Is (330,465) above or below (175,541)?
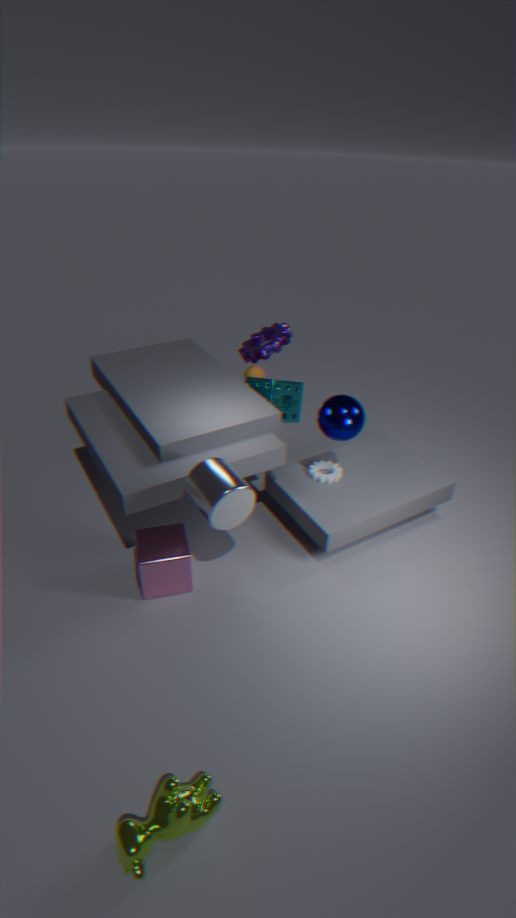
above
